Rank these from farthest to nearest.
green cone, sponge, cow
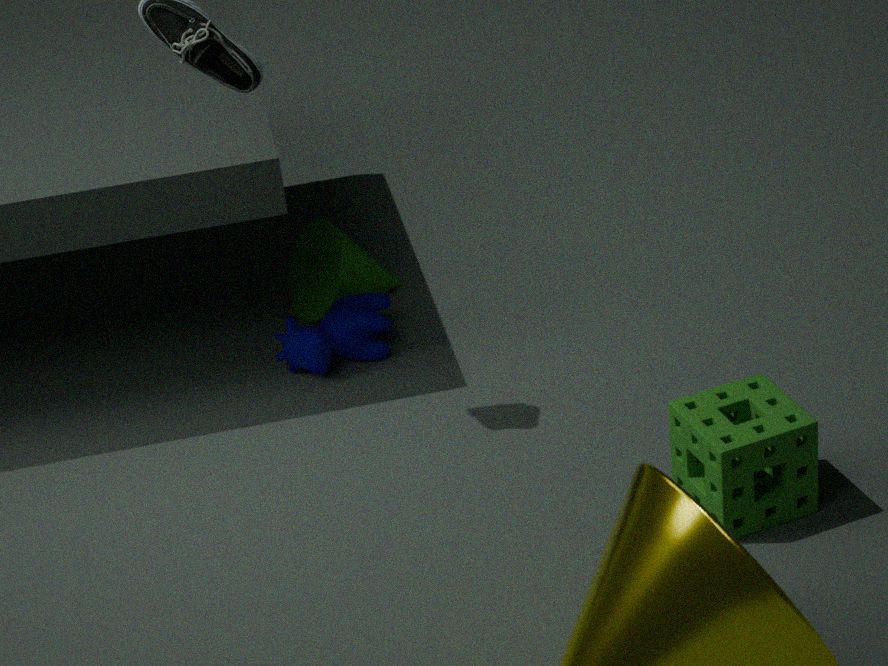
green cone
cow
sponge
